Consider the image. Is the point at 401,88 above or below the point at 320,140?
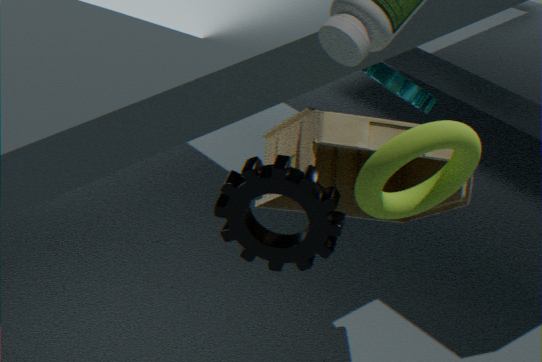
below
